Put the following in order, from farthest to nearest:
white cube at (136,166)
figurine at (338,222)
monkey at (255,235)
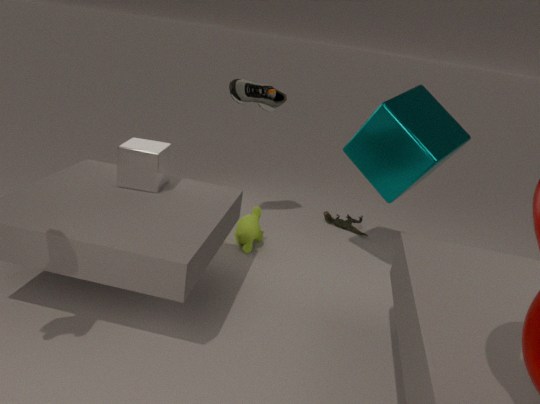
figurine at (338,222) → monkey at (255,235) → white cube at (136,166)
